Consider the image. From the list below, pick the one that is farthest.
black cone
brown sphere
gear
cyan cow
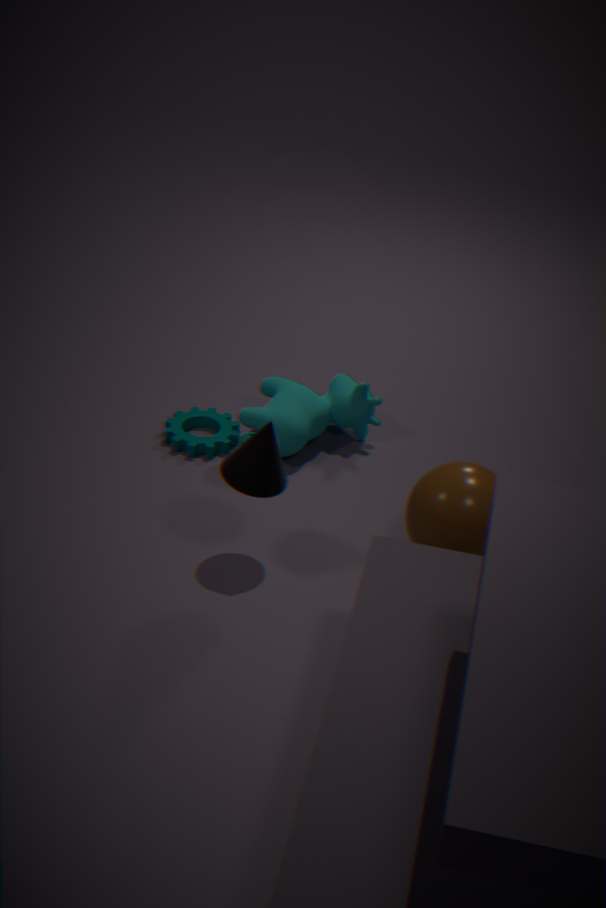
gear
